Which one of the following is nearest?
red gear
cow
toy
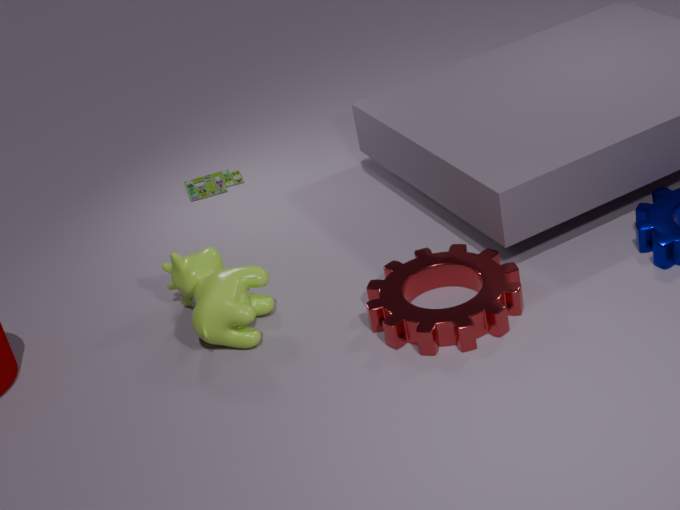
red gear
